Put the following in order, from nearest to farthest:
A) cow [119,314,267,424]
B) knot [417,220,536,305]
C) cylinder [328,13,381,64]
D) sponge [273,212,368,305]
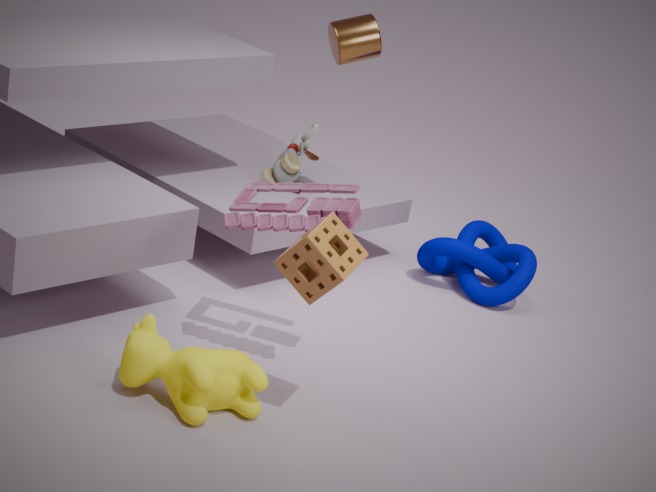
sponge [273,212,368,305], cow [119,314,267,424], cylinder [328,13,381,64], knot [417,220,536,305]
